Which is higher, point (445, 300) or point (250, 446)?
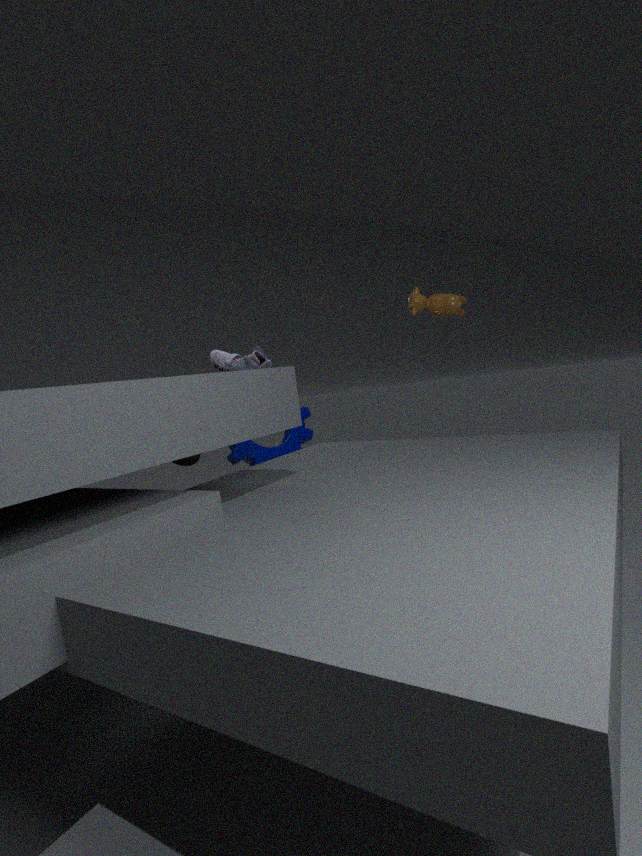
point (445, 300)
